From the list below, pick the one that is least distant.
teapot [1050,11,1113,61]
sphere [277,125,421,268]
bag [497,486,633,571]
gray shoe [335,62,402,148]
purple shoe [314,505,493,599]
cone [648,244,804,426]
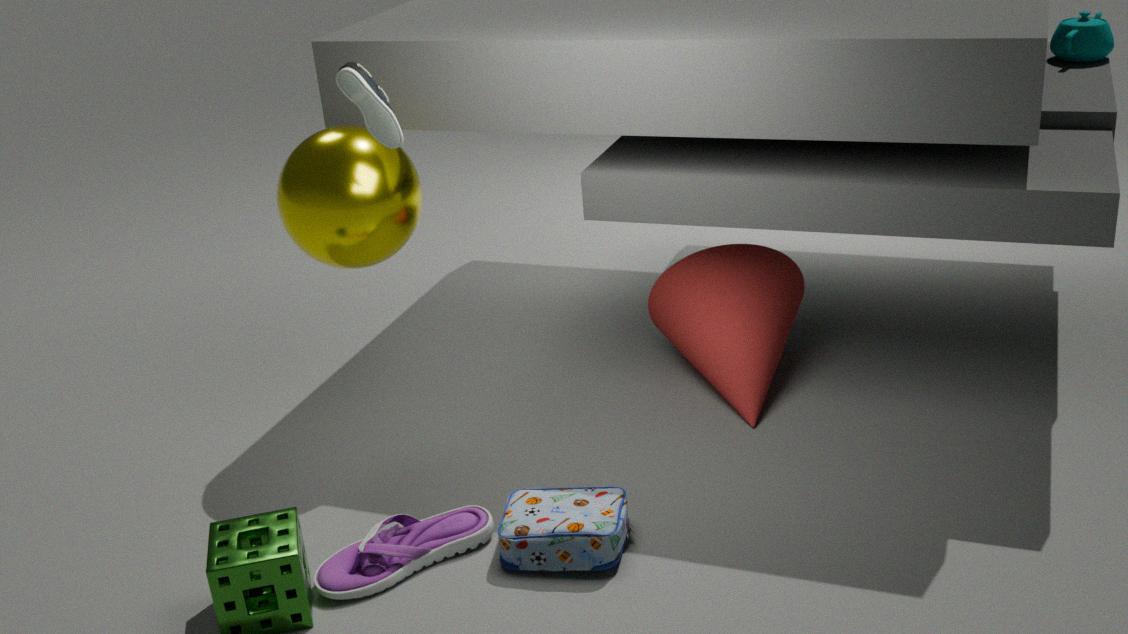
bag [497,486,633,571]
